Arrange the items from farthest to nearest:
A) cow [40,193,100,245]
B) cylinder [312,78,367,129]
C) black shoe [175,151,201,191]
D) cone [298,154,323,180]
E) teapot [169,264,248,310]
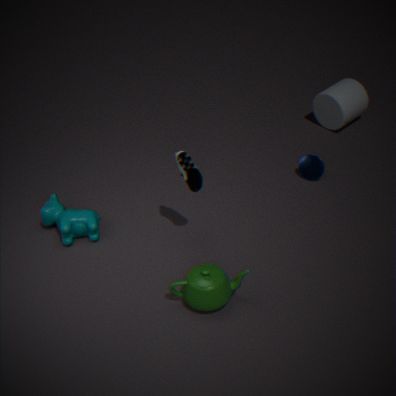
1. cylinder [312,78,367,129]
2. cone [298,154,323,180]
3. cow [40,193,100,245]
4. black shoe [175,151,201,191]
5. teapot [169,264,248,310]
